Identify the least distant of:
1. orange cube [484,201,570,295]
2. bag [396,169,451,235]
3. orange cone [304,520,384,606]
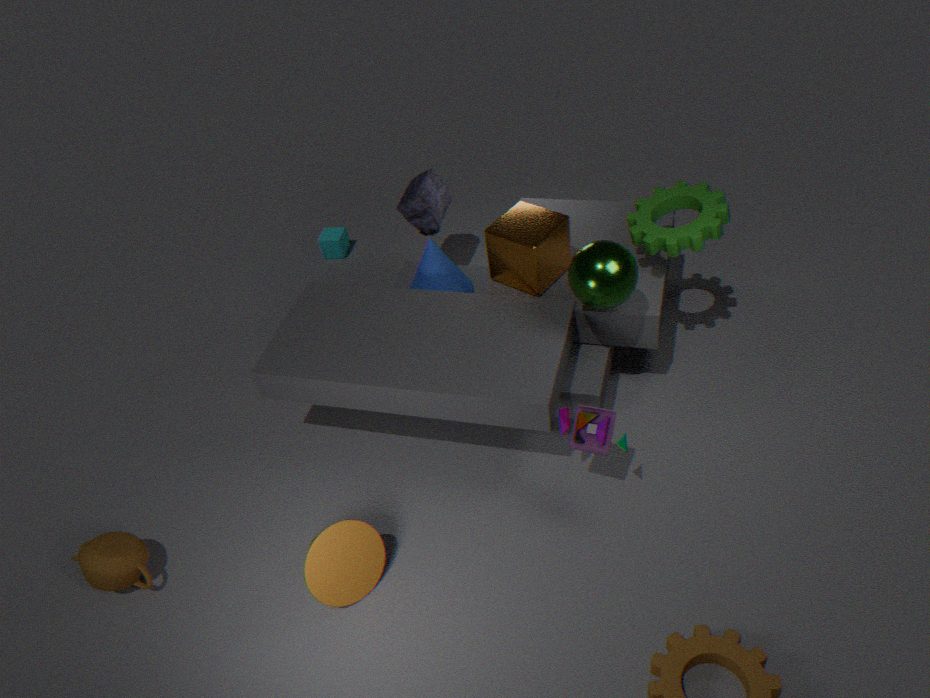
orange cone [304,520,384,606]
